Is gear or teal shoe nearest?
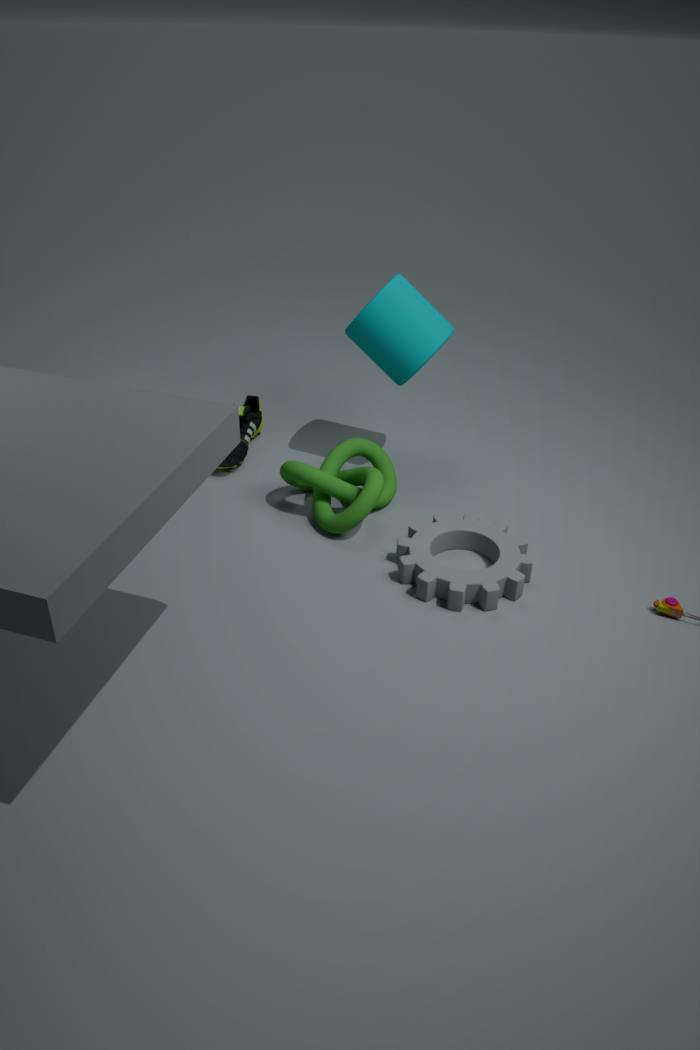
gear
